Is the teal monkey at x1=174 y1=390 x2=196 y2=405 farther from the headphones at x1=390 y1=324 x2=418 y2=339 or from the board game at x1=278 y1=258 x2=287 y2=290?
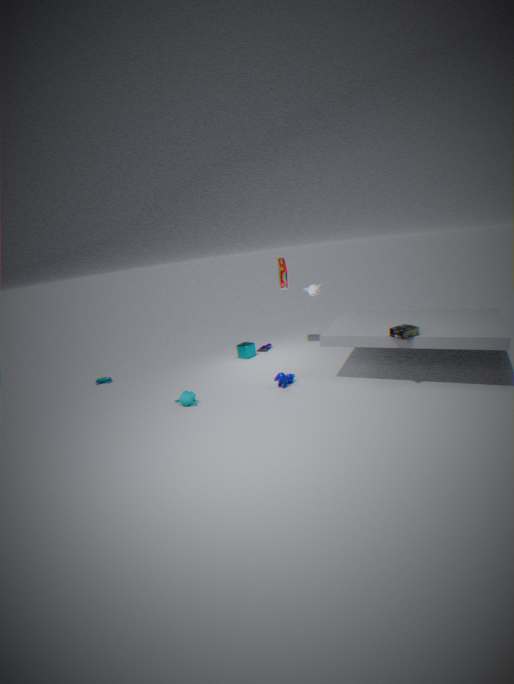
the headphones at x1=390 y1=324 x2=418 y2=339
